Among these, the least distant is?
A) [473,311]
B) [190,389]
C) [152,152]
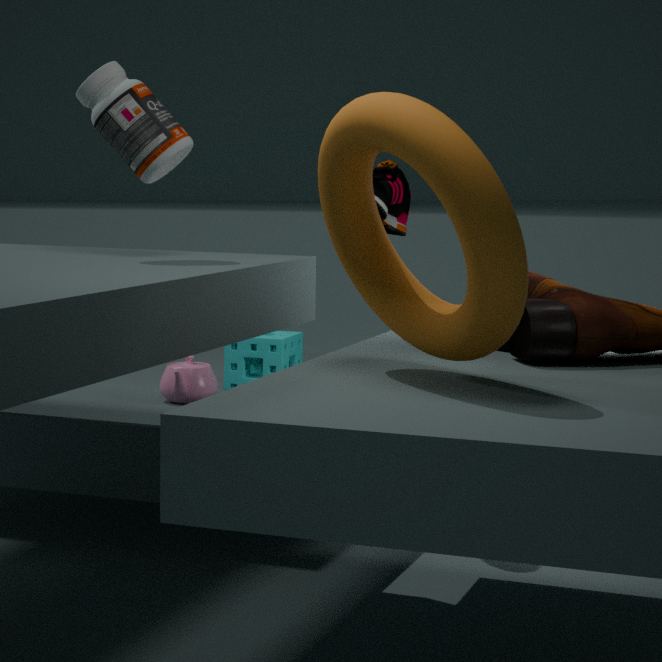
[473,311]
